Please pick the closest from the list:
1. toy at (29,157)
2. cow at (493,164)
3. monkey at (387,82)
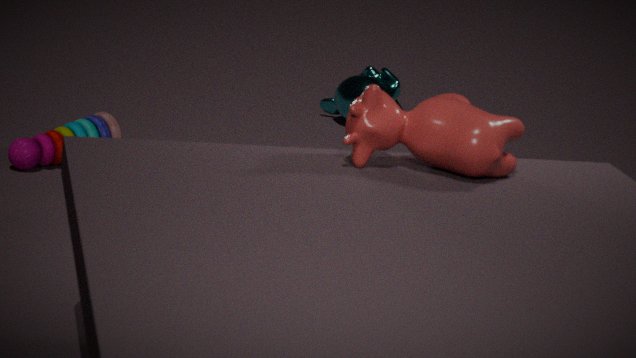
cow at (493,164)
